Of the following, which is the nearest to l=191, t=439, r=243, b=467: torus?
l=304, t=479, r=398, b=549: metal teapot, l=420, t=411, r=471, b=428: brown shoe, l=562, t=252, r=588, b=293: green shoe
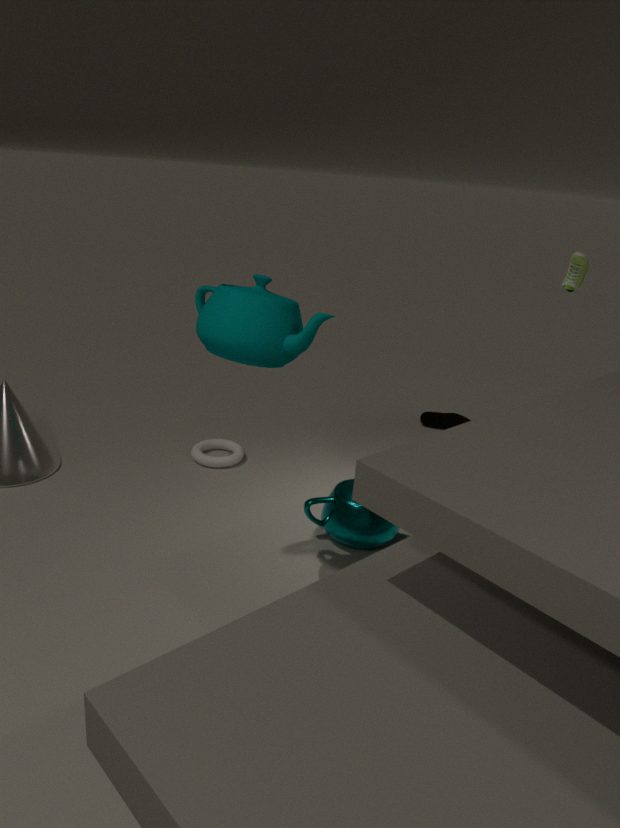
l=304, t=479, r=398, b=549: metal teapot
